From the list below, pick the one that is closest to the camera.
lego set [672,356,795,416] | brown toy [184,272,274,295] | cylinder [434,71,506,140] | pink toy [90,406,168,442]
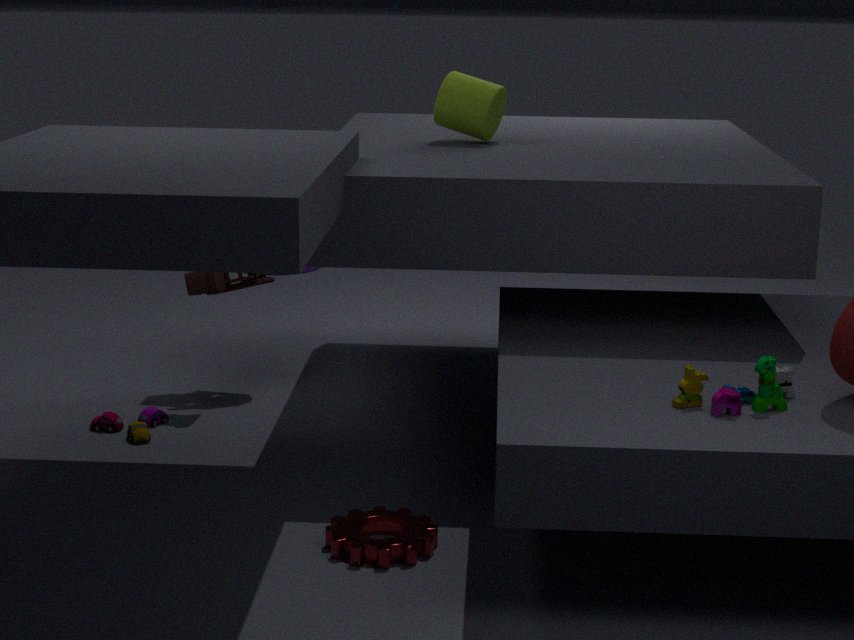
lego set [672,356,795,416]
